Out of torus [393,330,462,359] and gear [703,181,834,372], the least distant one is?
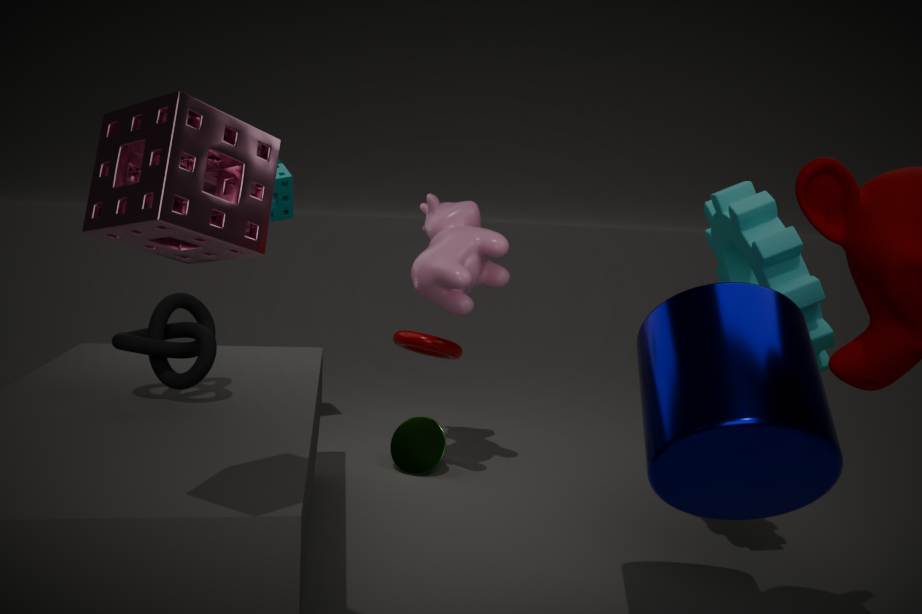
gear [703,181,834,372]
